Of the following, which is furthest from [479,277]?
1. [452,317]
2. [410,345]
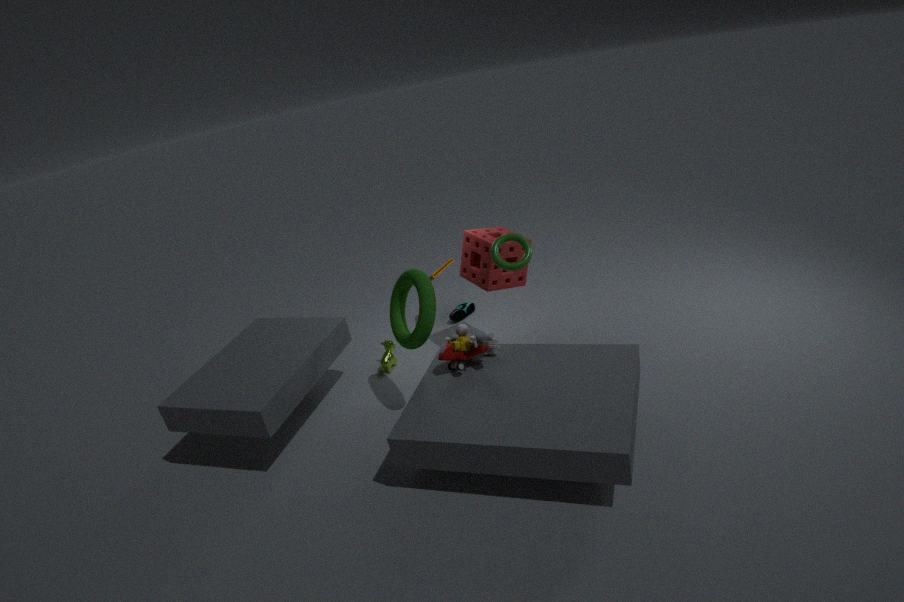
[452,317]
